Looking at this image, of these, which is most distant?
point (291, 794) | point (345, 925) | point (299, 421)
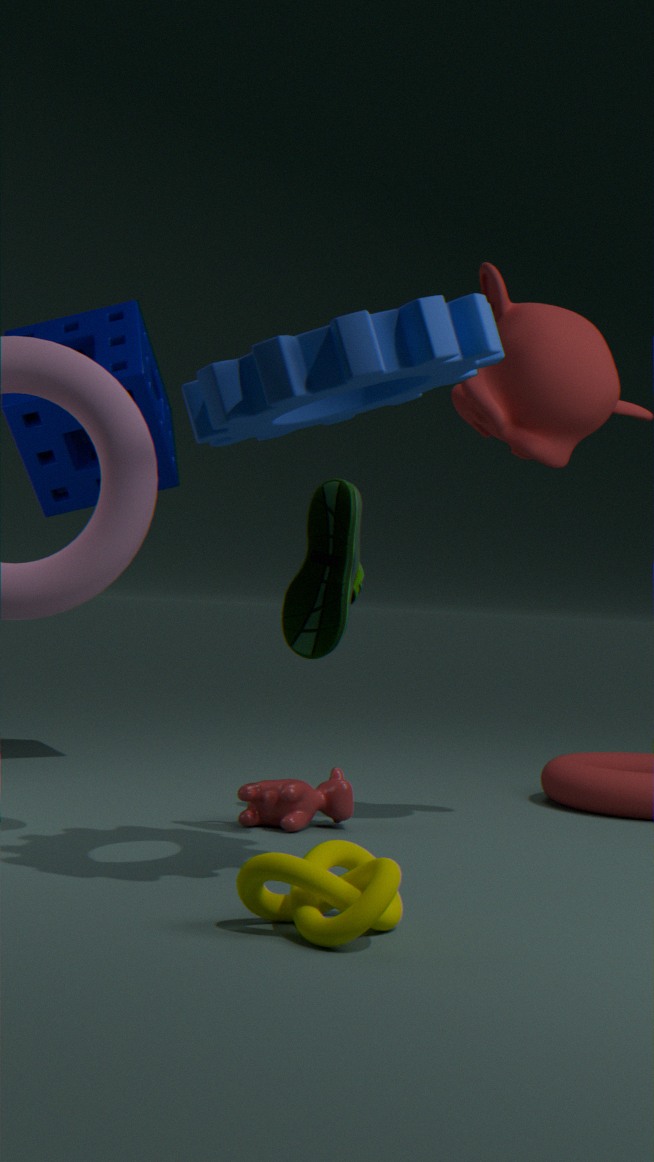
point (291, 794)
